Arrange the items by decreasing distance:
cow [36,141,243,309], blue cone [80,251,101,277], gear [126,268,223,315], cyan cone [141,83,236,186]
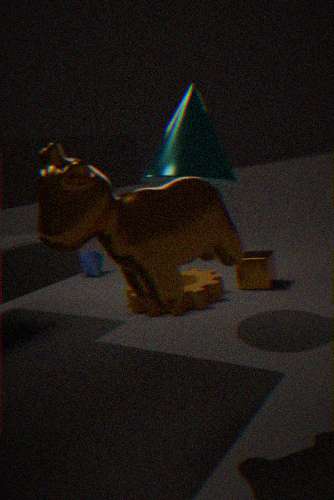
blue cone [80,251,101,277] → gear [126,268,223,315] → cyan cone [141,83,236,186] → cow [36,141,243,309]
